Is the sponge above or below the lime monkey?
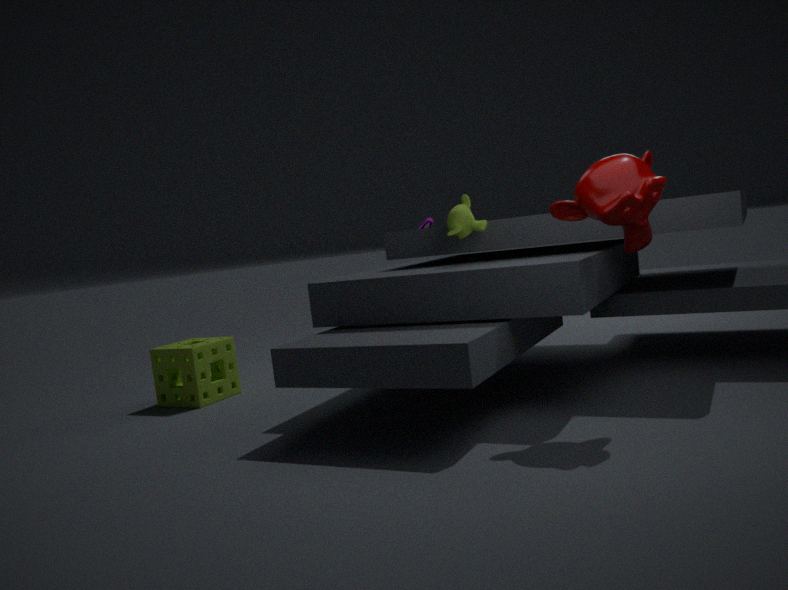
below
